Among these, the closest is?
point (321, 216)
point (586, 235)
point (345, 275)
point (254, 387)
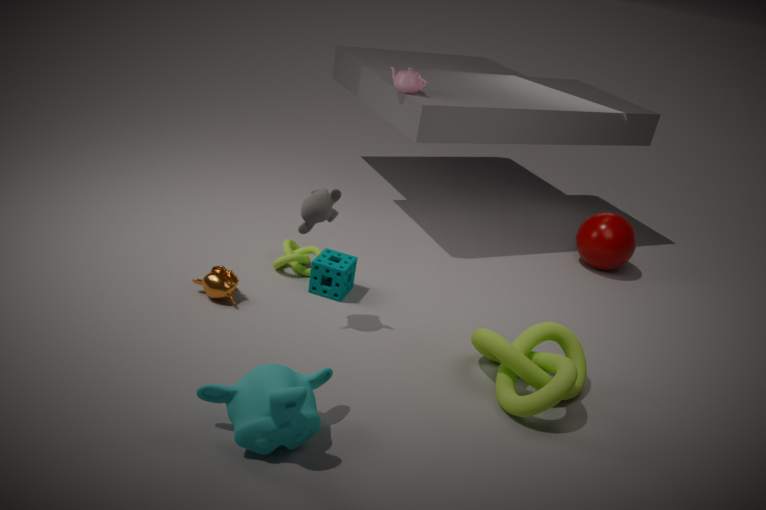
point (254, 387)
